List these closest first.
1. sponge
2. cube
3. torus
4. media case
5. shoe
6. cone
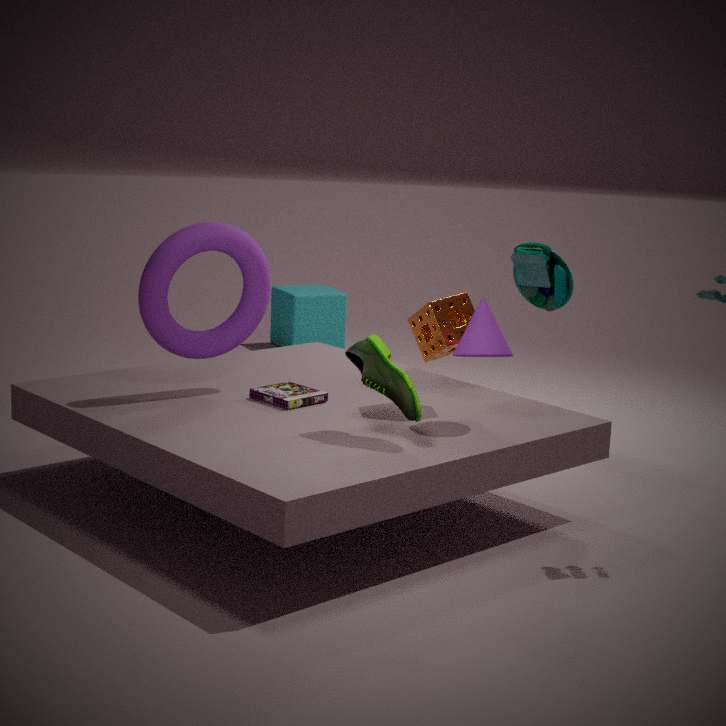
shoe → cone → torus → sponge → media case → cube
